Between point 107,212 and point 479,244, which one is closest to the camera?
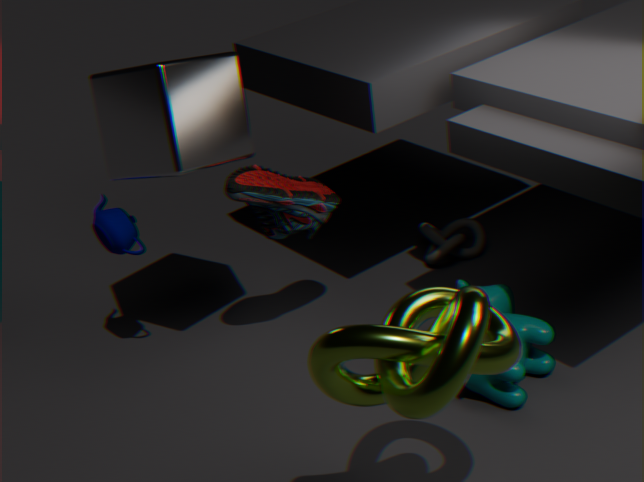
point 107,212
